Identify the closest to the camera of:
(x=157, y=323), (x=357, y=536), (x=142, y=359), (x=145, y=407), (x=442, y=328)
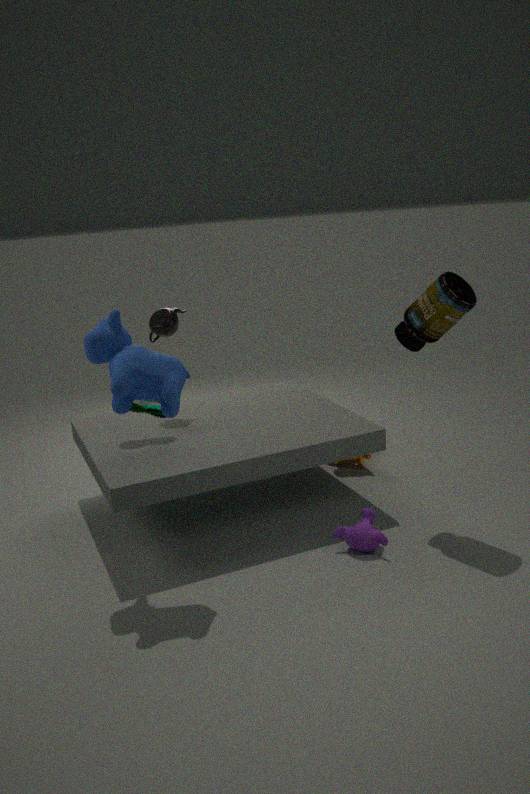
(x=142, y=359)
